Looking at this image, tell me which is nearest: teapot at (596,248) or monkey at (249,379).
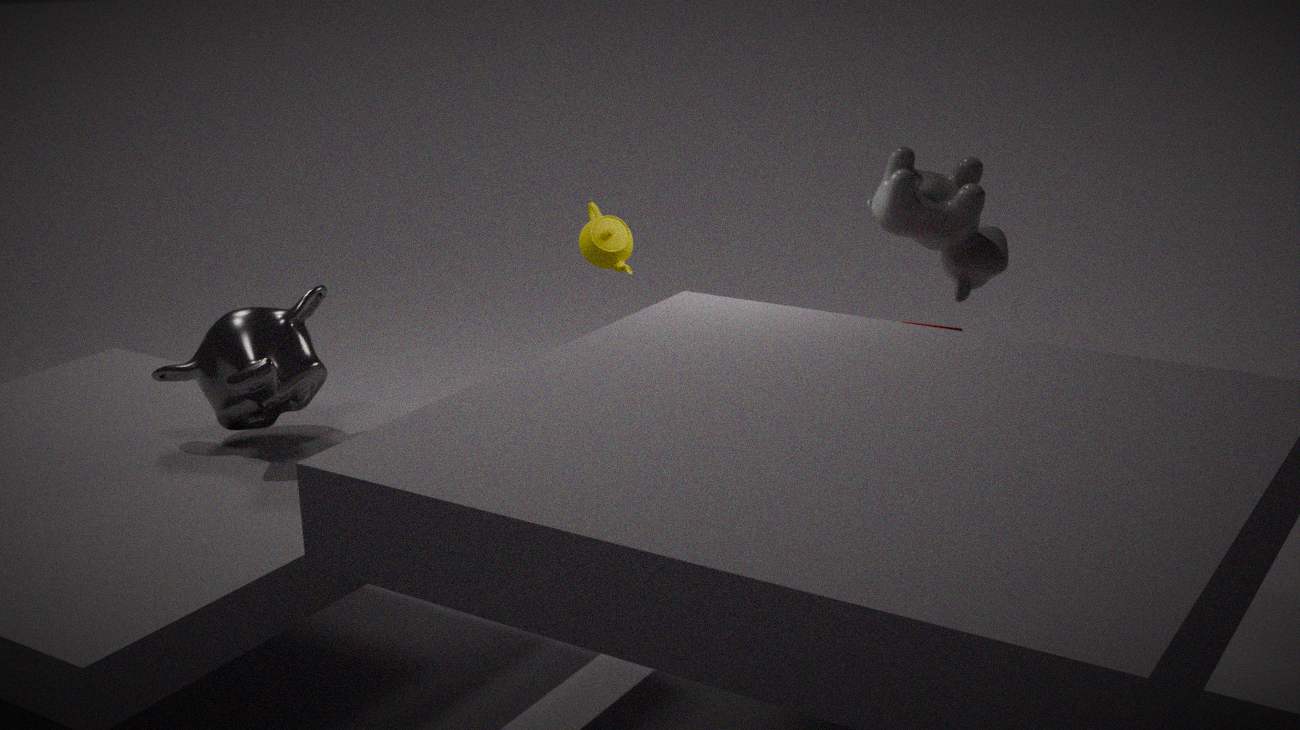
monkey at (249,379)
